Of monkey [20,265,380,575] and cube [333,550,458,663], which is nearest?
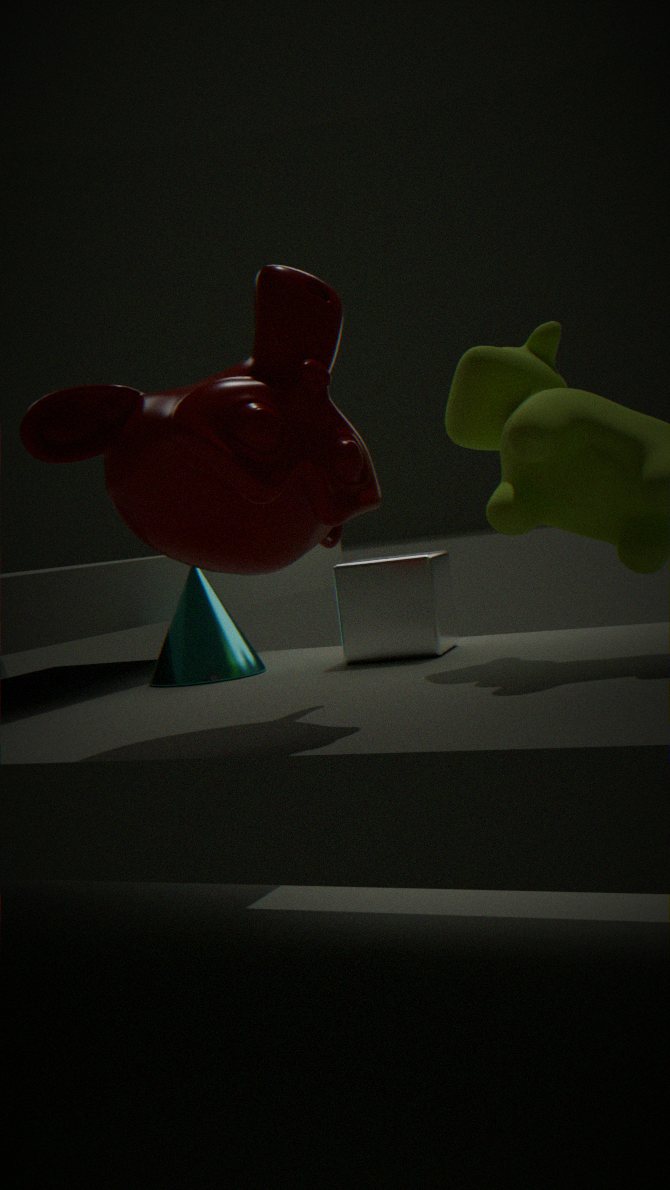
monkey [20,265,380,575]
